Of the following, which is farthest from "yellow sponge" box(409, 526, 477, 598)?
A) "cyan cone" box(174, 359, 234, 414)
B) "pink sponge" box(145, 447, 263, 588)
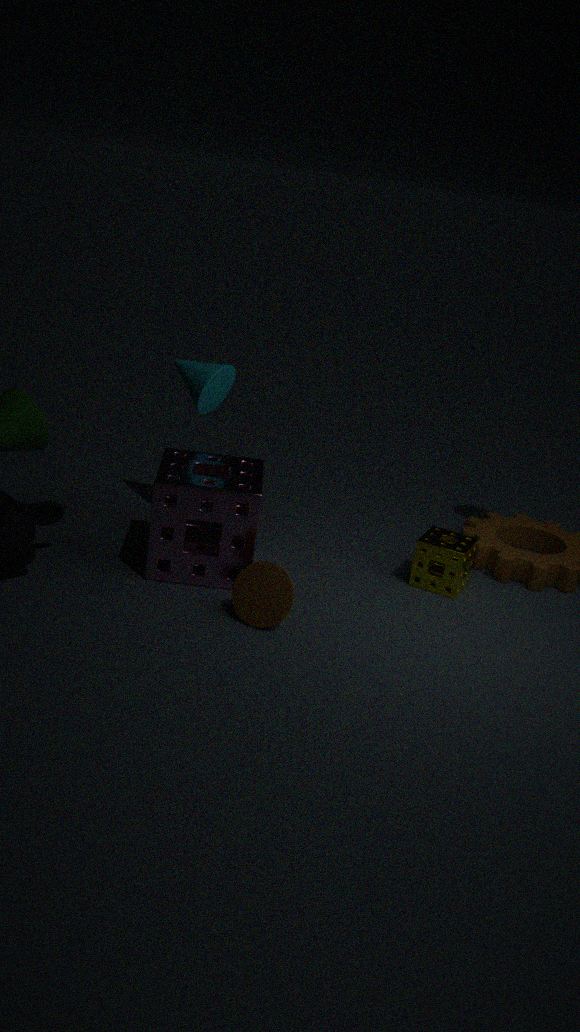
"cyan cone" box(174, 359, 234, 414)
